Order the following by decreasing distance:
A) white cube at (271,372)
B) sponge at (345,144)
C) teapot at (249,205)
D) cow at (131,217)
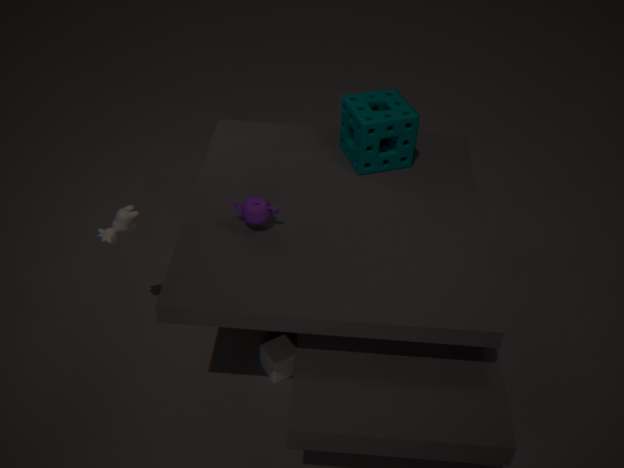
sponge at (345,144) < white cube at (271,372) < cow at (131,217) < teapot at (249,205)
